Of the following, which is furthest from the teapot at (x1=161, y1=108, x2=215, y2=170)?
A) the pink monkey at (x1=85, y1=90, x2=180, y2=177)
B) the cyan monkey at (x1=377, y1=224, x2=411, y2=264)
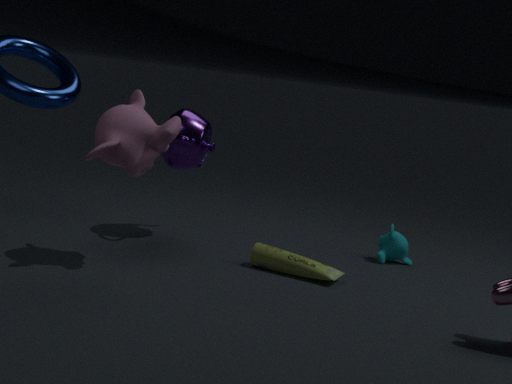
the cyan monkey at (x1=377, y1=224, x2=411, y2=264)
